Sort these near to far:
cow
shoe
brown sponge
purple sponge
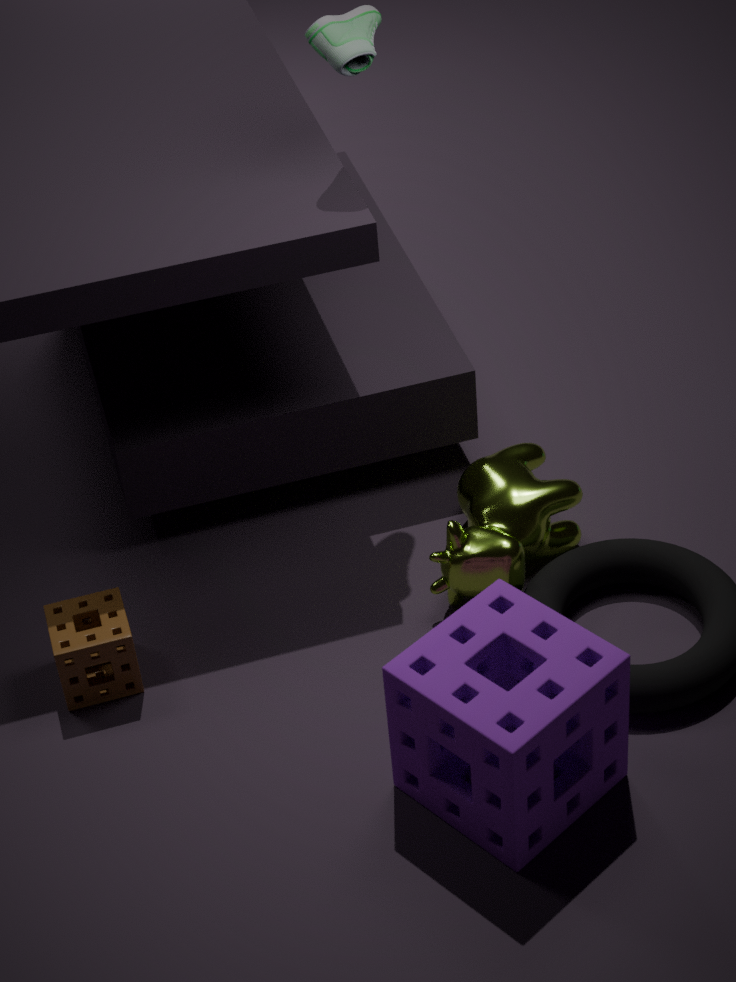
purple sponge
shoe
brown sponge
cow
